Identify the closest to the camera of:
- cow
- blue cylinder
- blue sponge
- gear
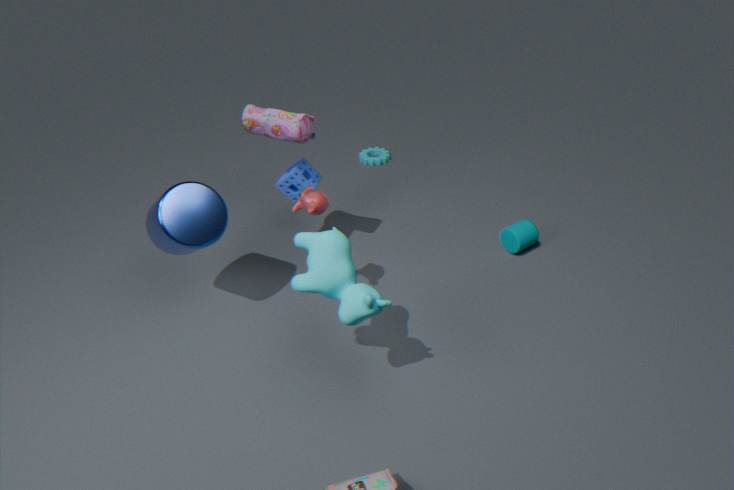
cow
